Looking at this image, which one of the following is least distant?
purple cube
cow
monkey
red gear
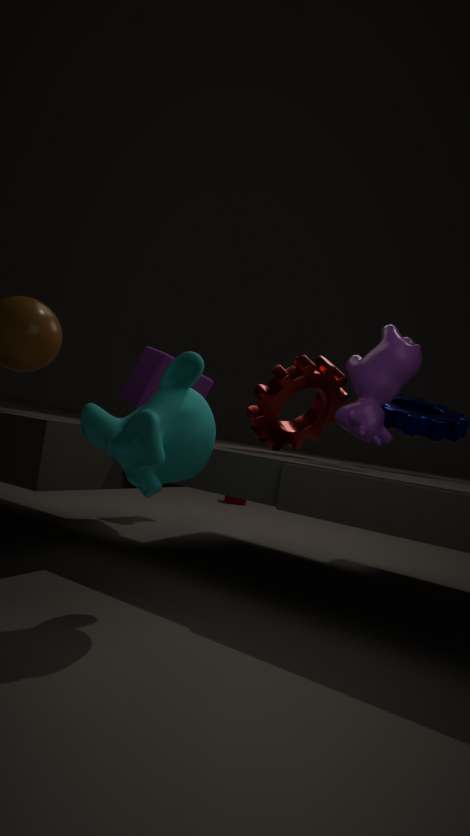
monkey
